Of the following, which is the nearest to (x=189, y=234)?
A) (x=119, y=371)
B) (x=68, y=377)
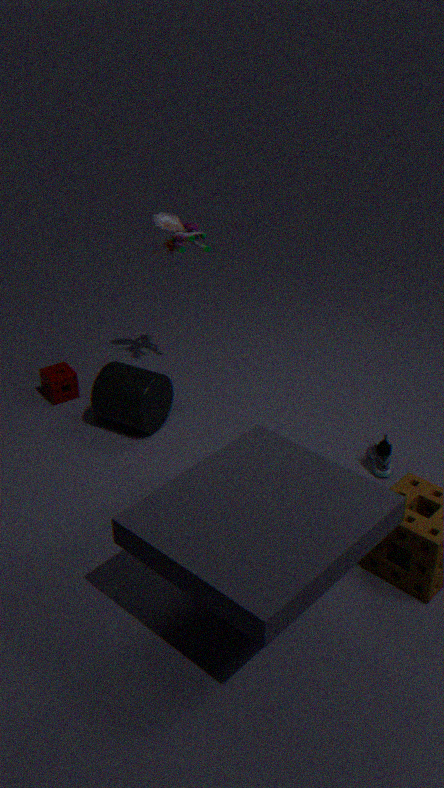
(x=119, y=371)
